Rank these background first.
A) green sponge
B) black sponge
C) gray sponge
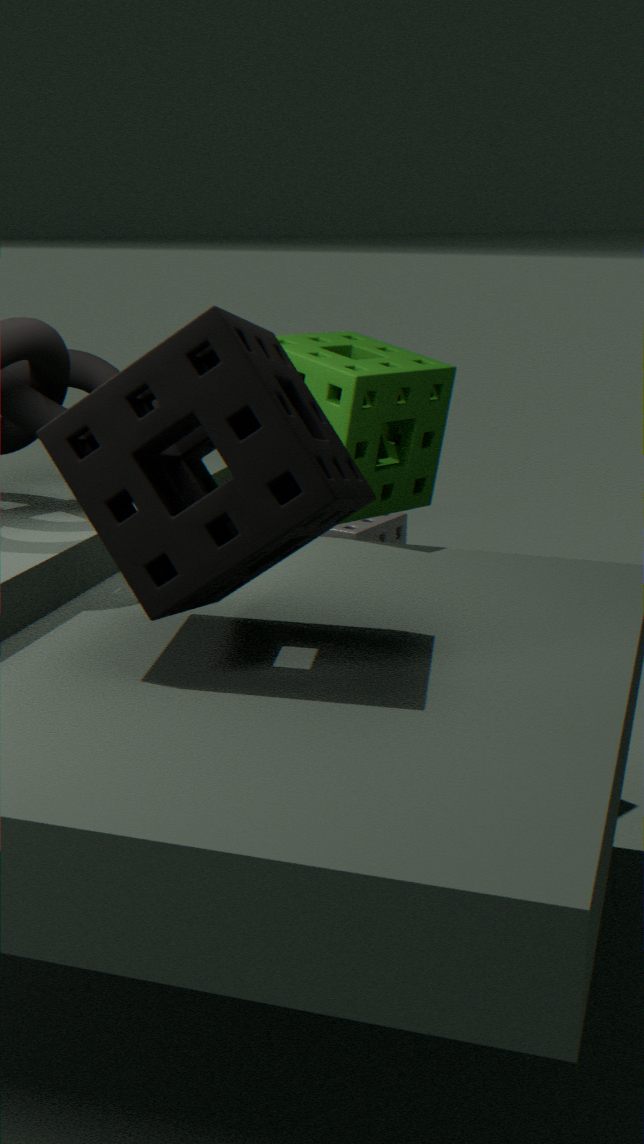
1. gray sponge
2. green sponge
3. black sponge
